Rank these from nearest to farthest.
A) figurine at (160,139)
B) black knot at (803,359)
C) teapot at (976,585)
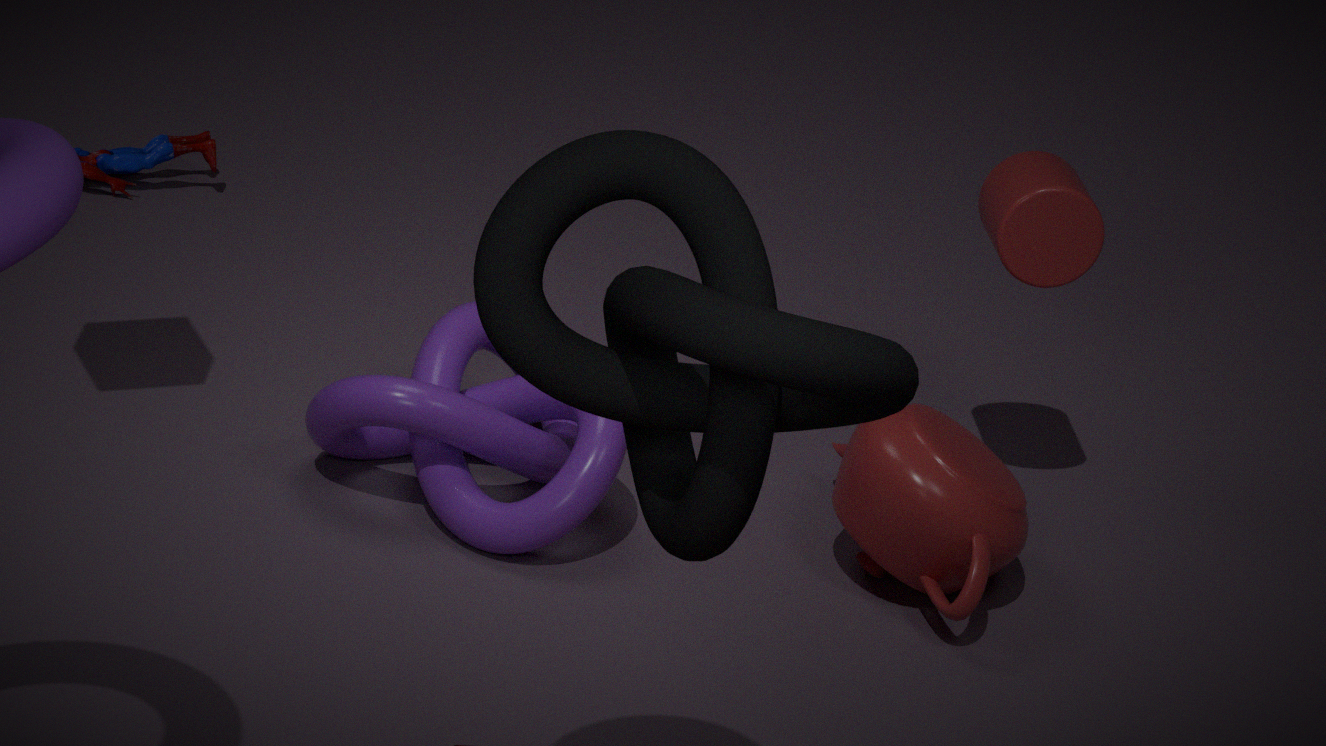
black knot at (803,359) → teapot at (976,585) → figurine at (160,139)
